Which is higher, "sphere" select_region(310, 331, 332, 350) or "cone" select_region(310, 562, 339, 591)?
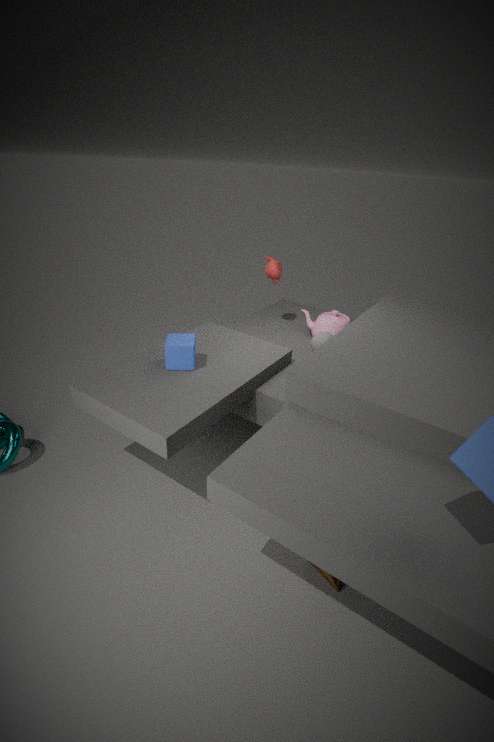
"sphere" select_region(310, 331, 332, 350)
